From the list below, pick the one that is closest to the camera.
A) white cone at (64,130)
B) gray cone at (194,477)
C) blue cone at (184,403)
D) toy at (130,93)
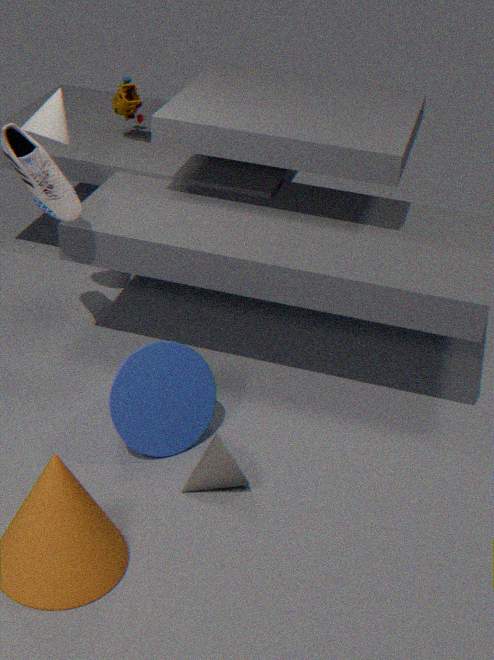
gray cone at (194,477)
